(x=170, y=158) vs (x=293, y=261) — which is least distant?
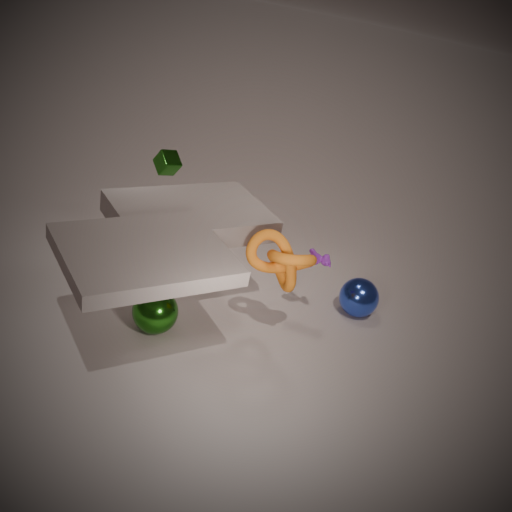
(x=293, y=261)
